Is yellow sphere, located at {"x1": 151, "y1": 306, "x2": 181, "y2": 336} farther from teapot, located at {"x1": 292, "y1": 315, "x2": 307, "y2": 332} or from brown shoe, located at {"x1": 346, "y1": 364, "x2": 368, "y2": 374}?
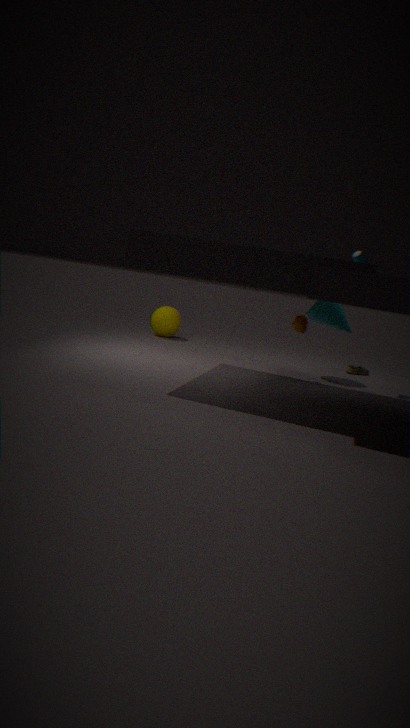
brown shoe, located at {"x1": 346, "y1": 364, "x2": 368, "y2": 374}
